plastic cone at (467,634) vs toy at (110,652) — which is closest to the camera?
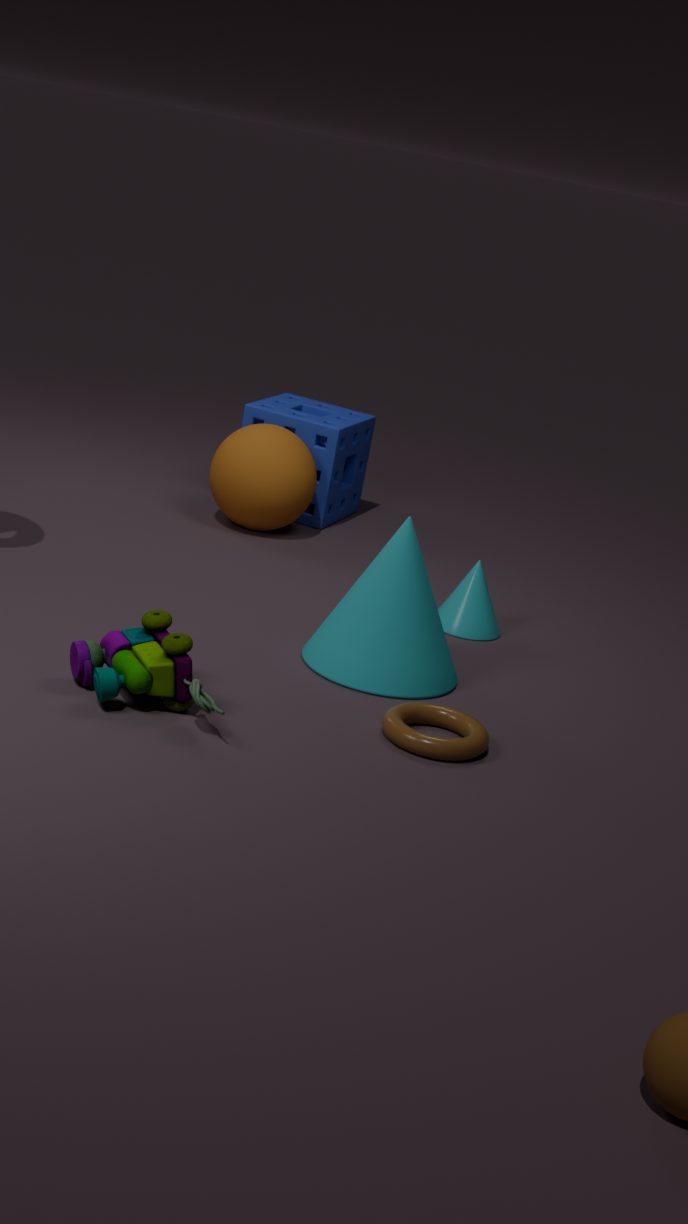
toy at (110,652)
